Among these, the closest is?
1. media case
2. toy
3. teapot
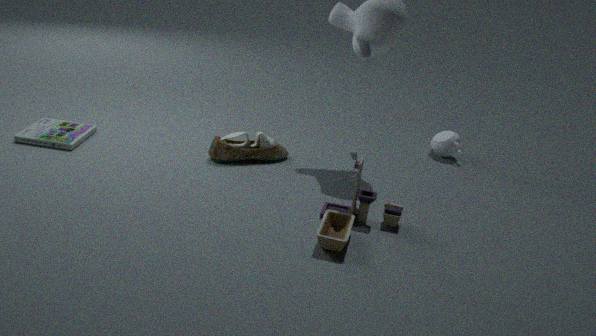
toy
